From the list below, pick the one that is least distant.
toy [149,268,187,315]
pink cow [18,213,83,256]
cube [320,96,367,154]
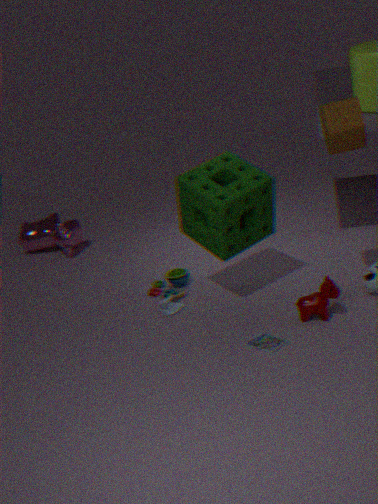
cube [320,96,367,154]
